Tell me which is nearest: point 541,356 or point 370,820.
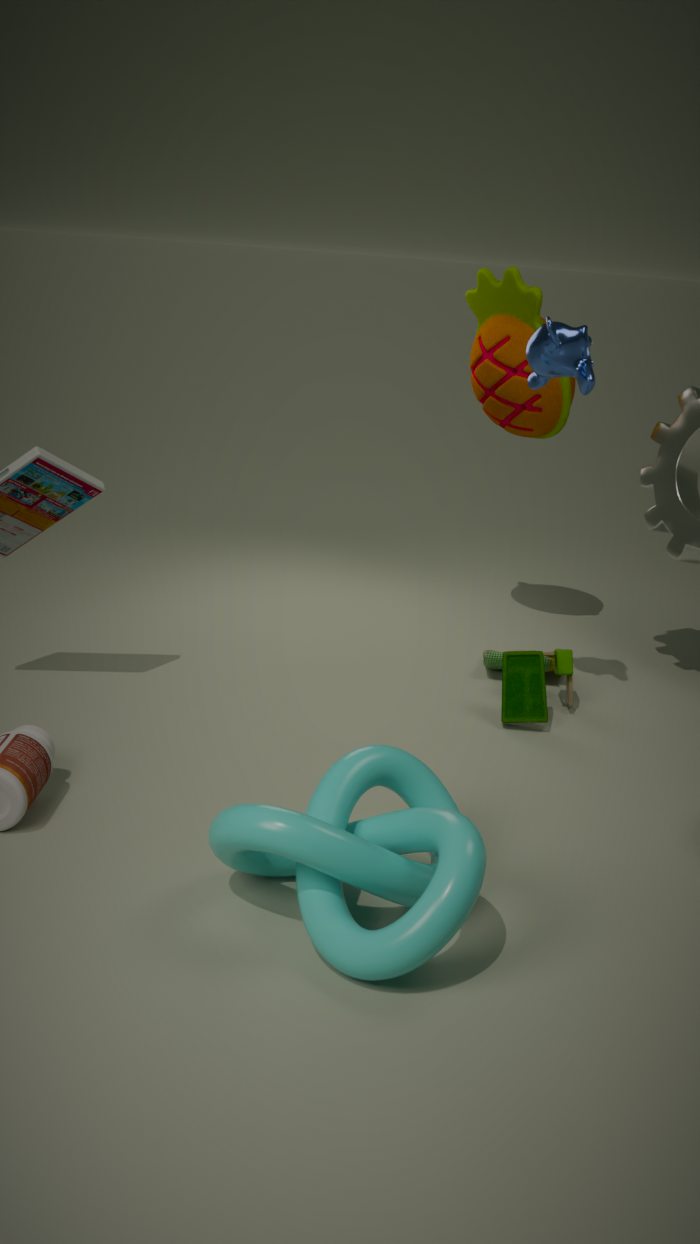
point 370,820
